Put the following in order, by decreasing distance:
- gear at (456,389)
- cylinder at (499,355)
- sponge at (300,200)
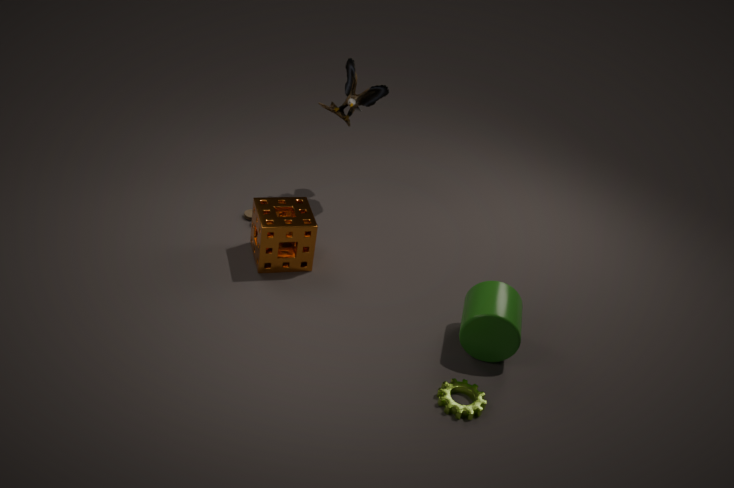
sponge at (300,200) < cylinder at (499,355) < gear at (456,389)
